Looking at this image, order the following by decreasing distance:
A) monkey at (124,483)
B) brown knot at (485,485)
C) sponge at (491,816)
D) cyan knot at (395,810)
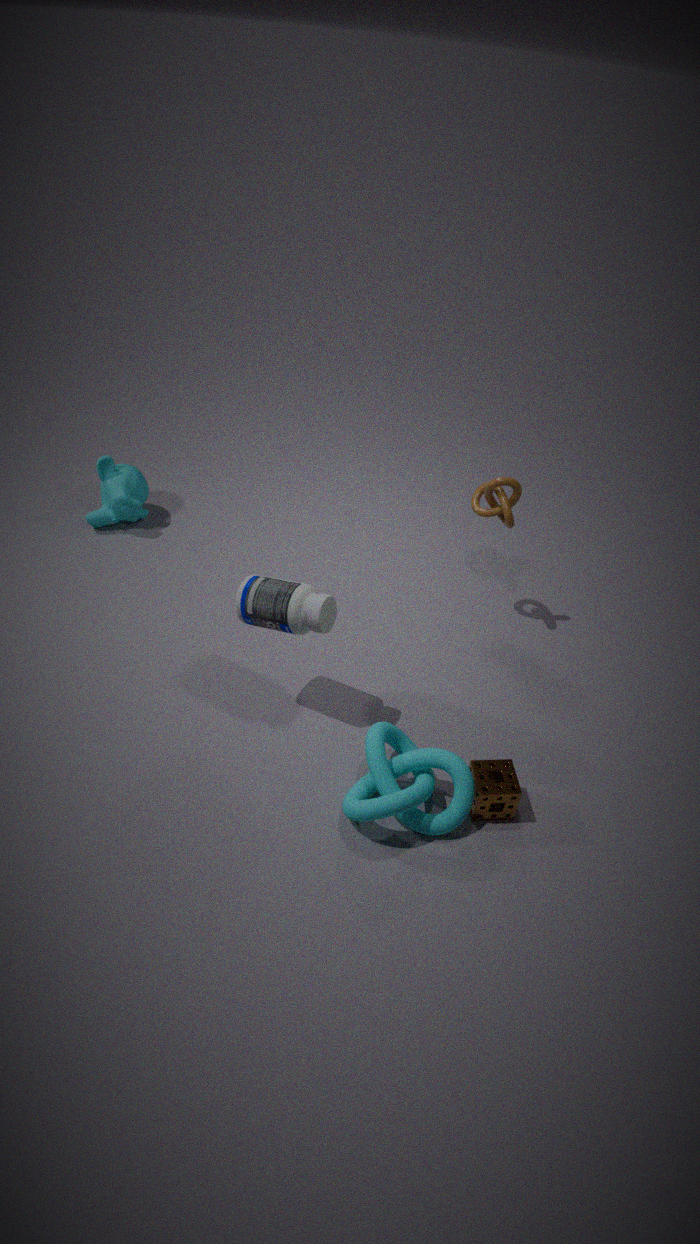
monkey at (124,483) → brown knot at (485,485) → sponge at (491,816) → cyan knot at (395,810)
